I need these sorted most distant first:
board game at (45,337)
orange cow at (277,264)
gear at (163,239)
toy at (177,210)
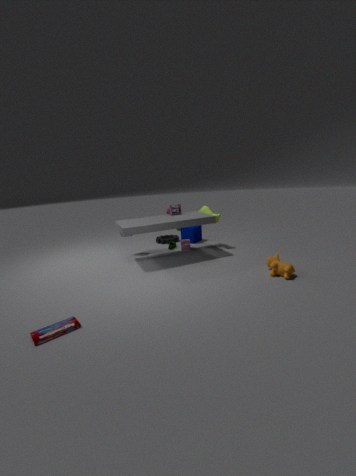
1. gear at (163,239)
2. toy at (177,210)
3. orange cow at (277,264)
4. board game at (45,337)
